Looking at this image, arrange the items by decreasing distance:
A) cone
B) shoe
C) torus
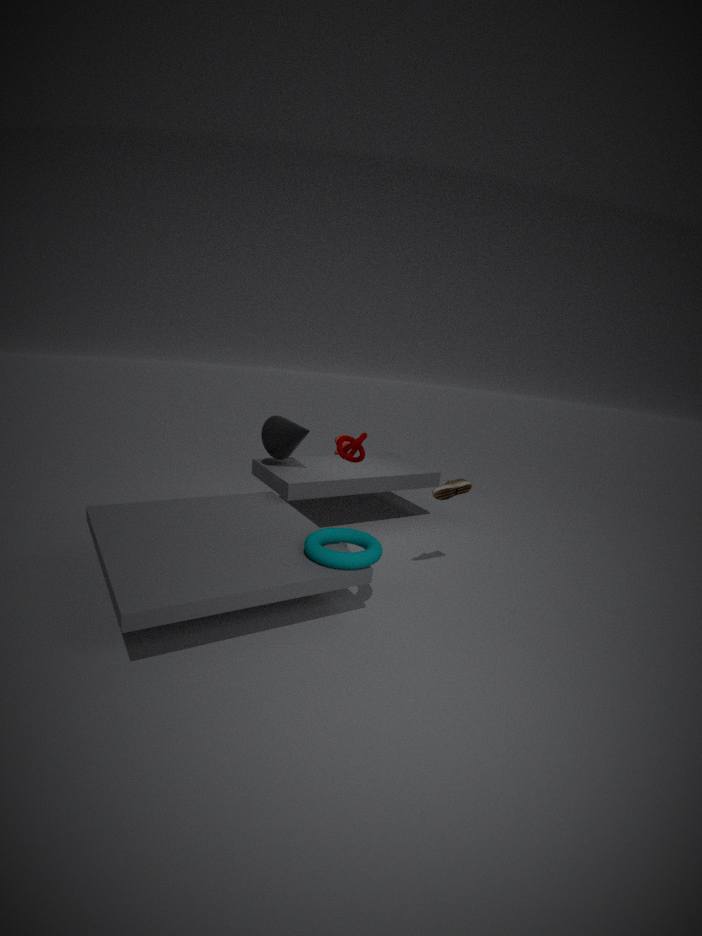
cone < shoe < torus
